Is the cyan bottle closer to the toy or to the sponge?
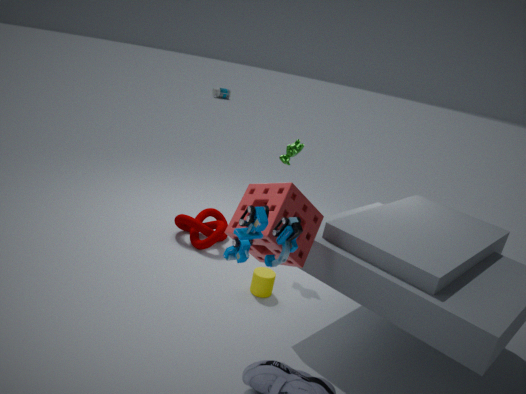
the sponge
